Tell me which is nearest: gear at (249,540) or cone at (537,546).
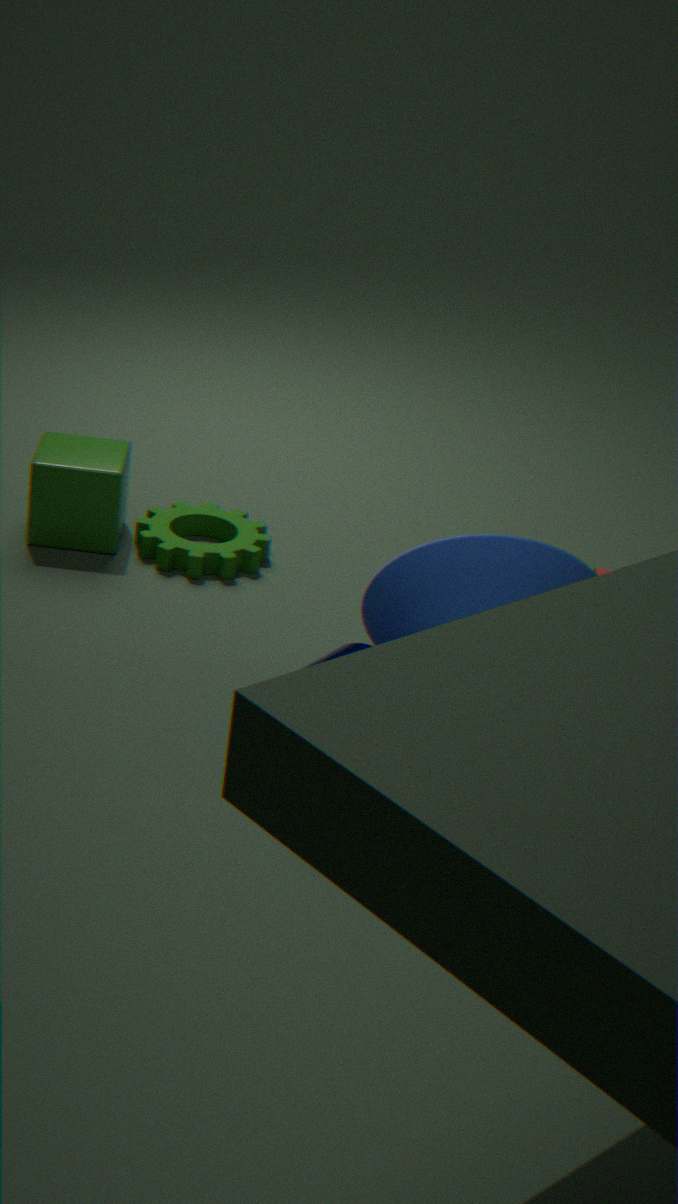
cone at (537,546)
